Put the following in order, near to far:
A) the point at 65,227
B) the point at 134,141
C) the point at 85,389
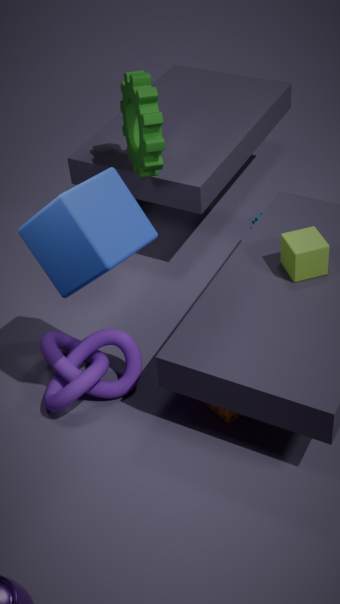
the point at 65,227 → the point at 85,389 → the point at 134,141
